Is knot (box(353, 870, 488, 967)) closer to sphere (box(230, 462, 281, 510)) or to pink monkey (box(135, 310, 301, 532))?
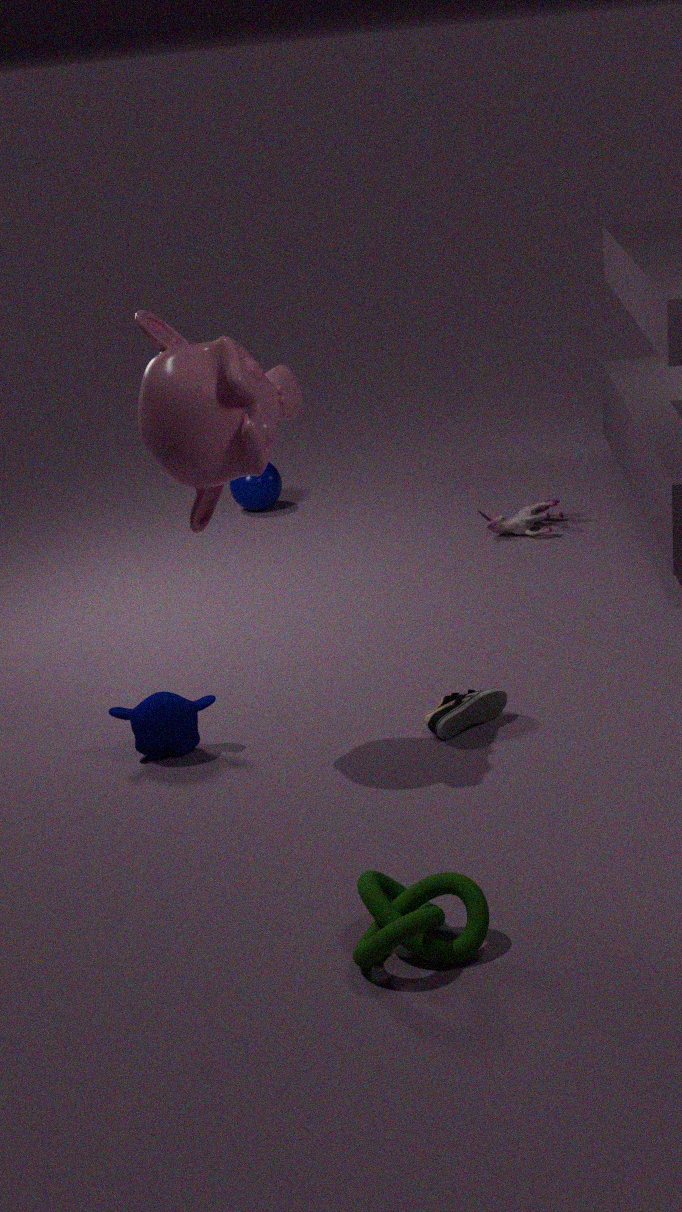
pink monkey (box(135, 310, 301, 532))
